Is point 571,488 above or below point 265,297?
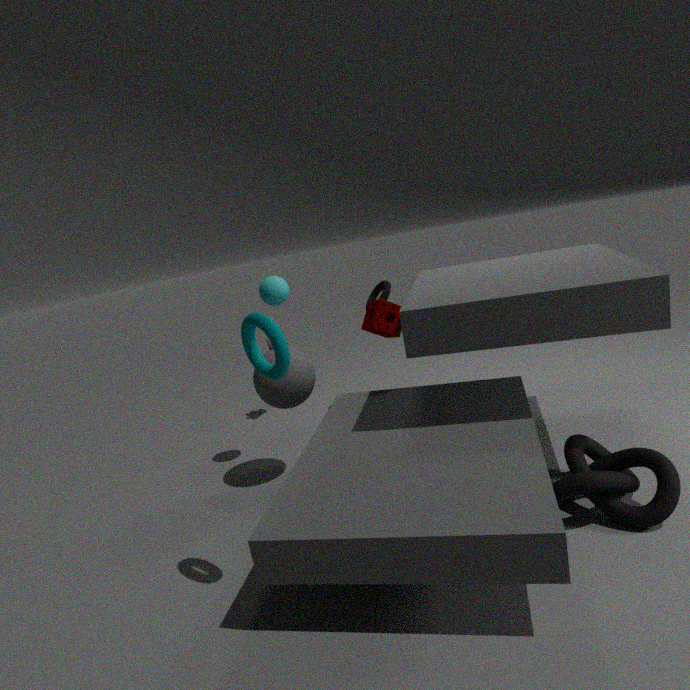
below
